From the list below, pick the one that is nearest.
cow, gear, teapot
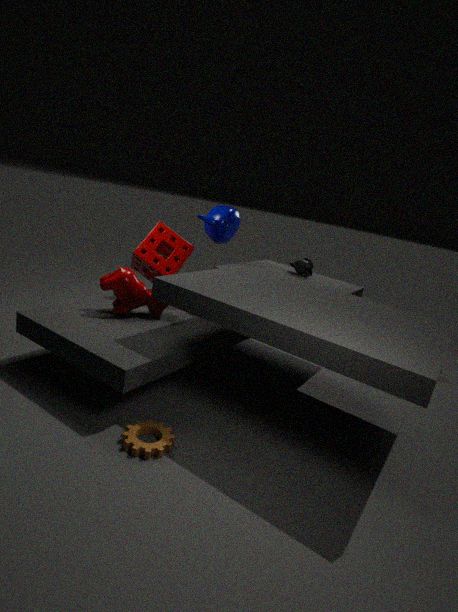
gear
